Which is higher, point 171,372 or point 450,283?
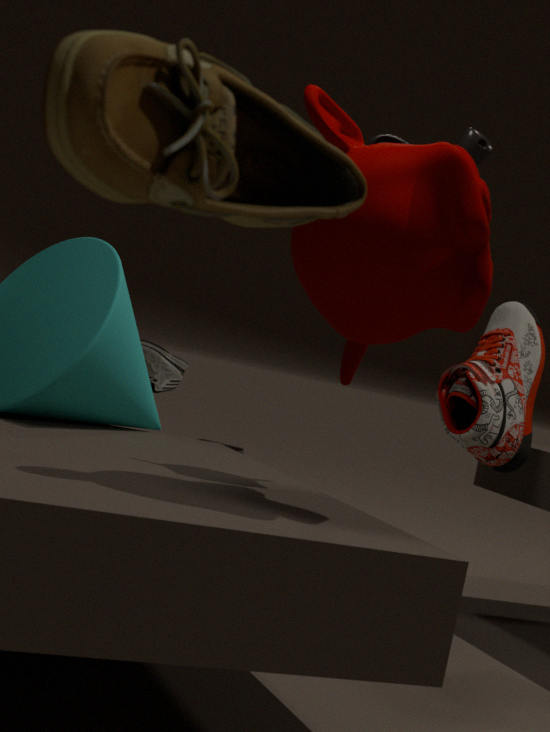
point 450,283
